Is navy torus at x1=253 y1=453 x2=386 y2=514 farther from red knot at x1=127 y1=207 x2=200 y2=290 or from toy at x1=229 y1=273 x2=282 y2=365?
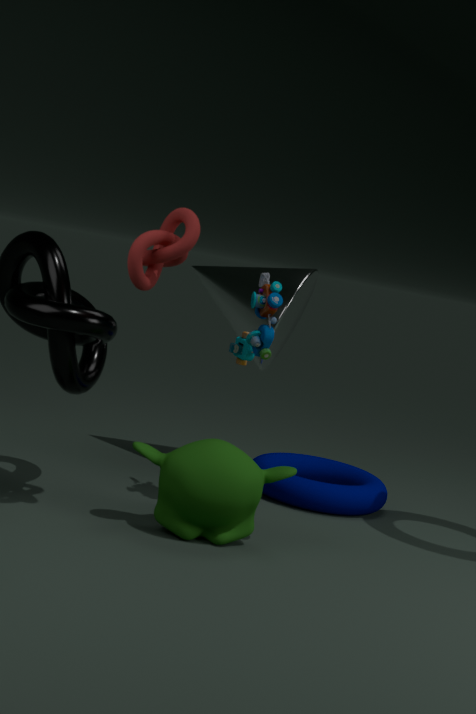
red knot at x1=127 y1=207 x2=200 y2=290
